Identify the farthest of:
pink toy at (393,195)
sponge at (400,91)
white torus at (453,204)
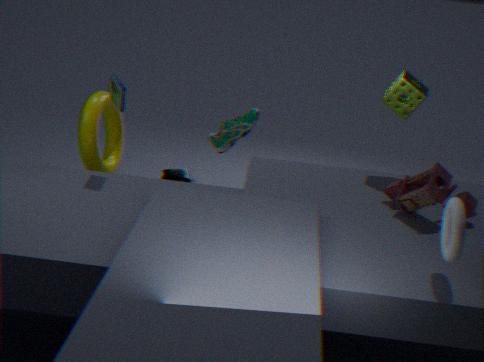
sponge at (400,91)
